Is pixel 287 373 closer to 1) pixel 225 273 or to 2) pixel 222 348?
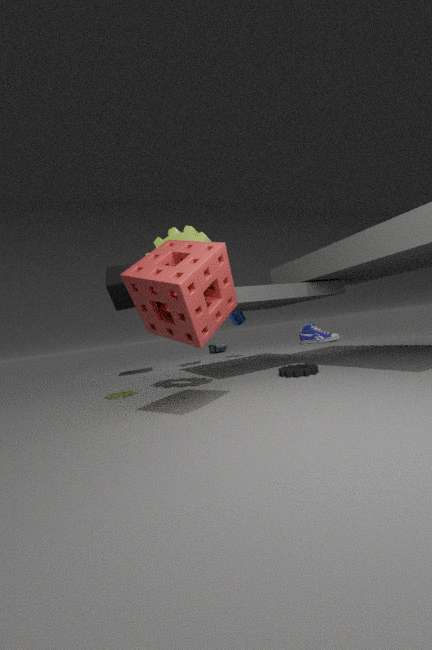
1) pixel 225 273
